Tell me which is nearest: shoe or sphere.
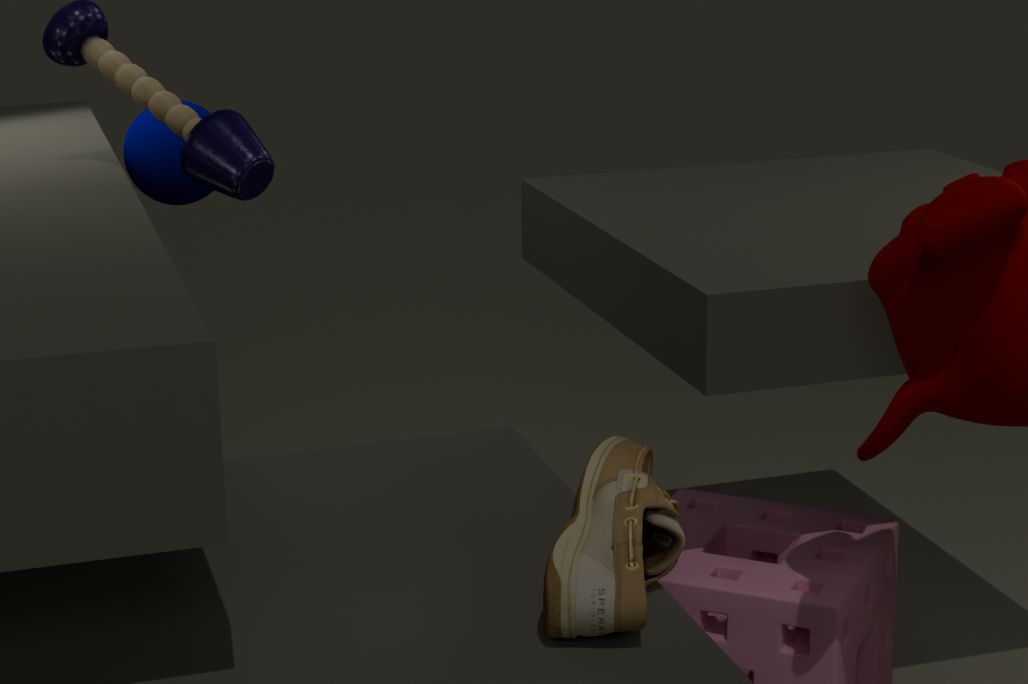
shoe
